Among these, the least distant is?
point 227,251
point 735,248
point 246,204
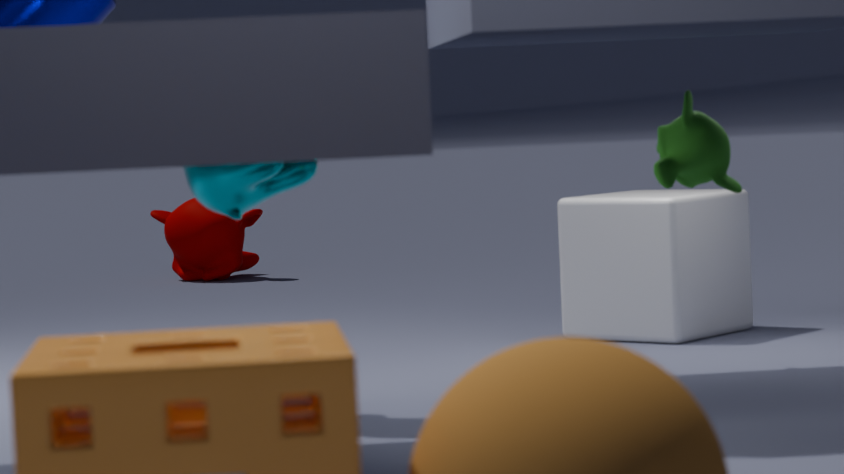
point 246,204
